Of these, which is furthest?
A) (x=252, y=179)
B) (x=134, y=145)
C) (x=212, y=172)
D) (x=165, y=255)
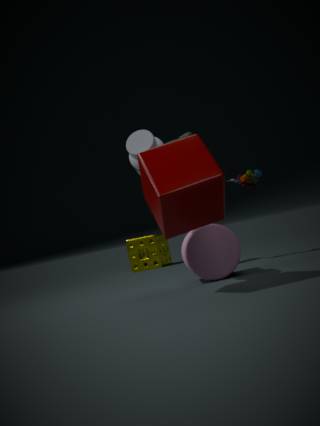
(x=165, y=255)
